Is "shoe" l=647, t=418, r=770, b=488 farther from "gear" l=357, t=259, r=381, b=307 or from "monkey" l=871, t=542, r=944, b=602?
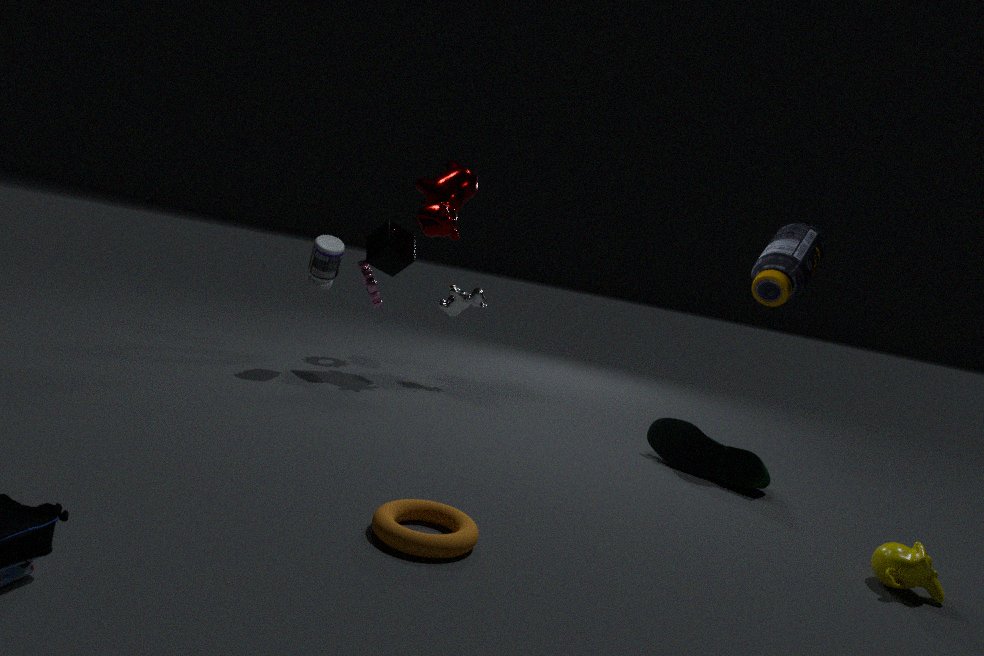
"gear" l=357, t=259, r=381, b=307
